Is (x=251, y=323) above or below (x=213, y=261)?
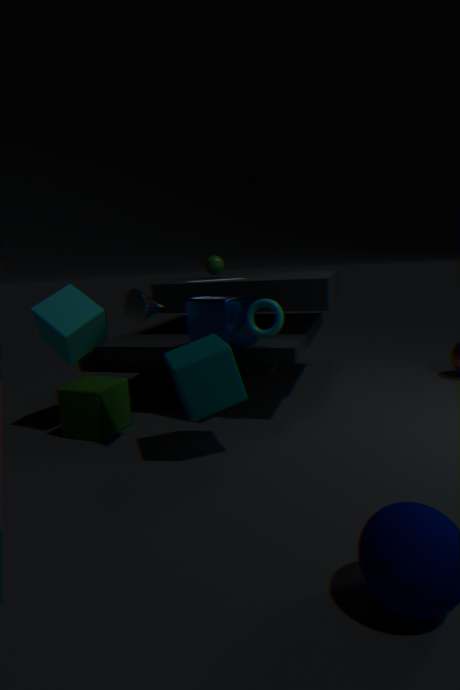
below
